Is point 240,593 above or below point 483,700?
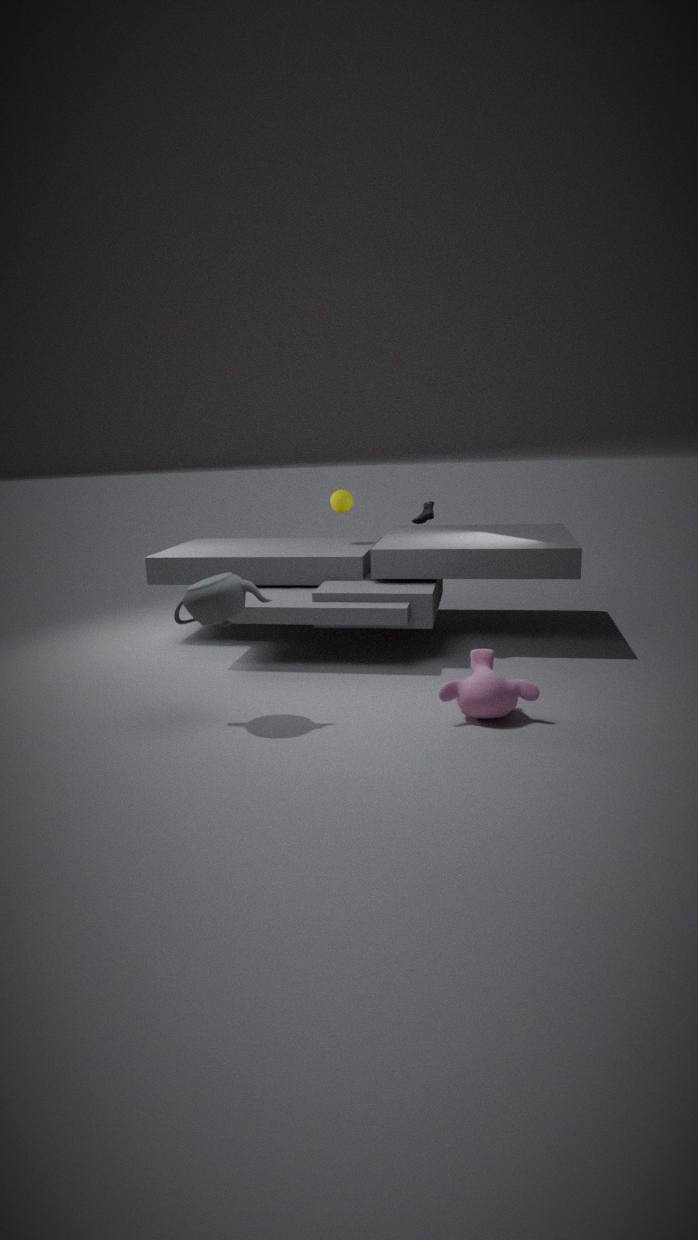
above
